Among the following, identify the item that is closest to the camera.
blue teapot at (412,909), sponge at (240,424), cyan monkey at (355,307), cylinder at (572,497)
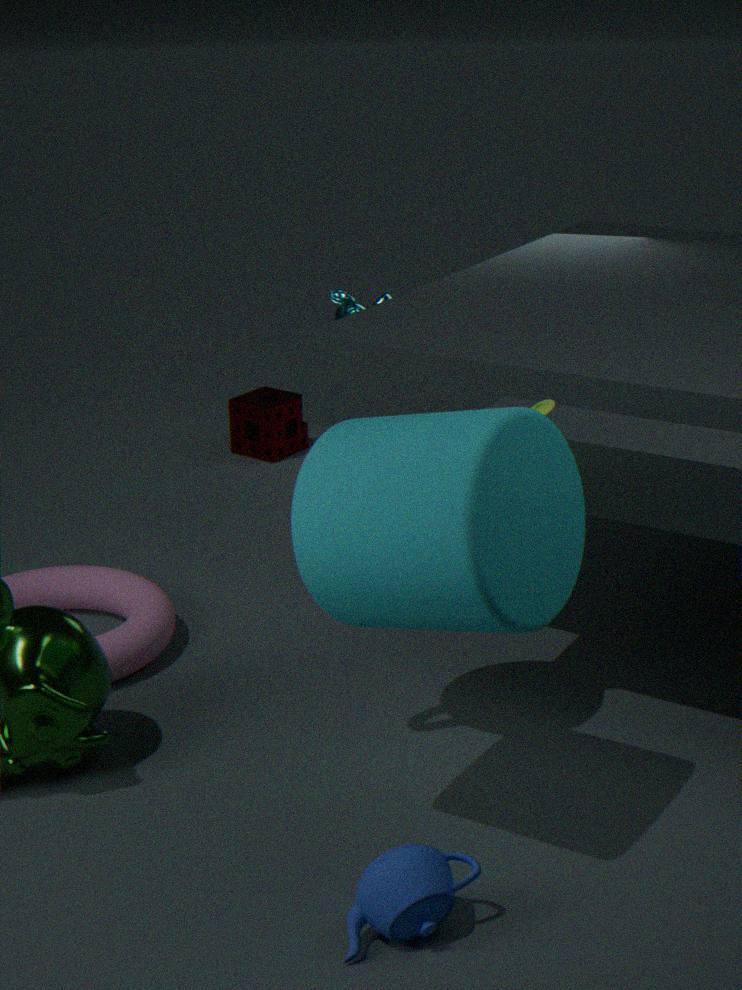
cylinder at (572,497)
